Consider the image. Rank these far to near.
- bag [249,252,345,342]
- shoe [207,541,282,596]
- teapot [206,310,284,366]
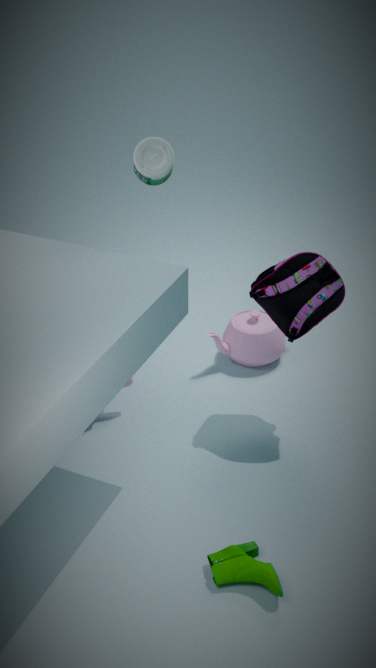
teapot [206,310,284,366]
bag [249,252,345,342]
shoe [207,541,282,596]
